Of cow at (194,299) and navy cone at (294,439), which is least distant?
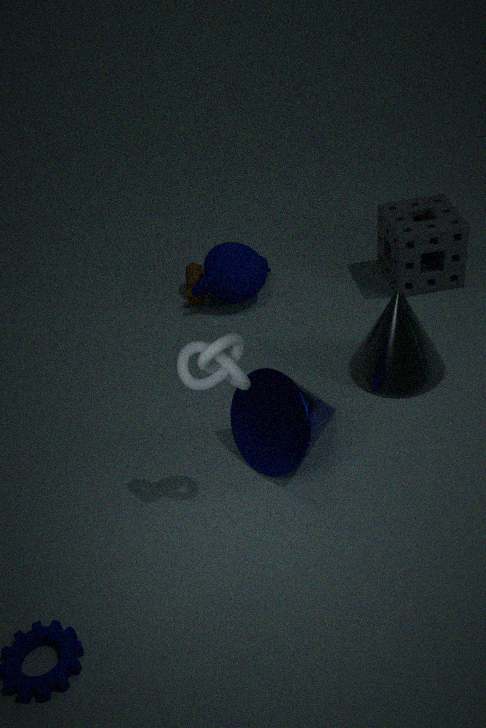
navy cone at (294,439)
